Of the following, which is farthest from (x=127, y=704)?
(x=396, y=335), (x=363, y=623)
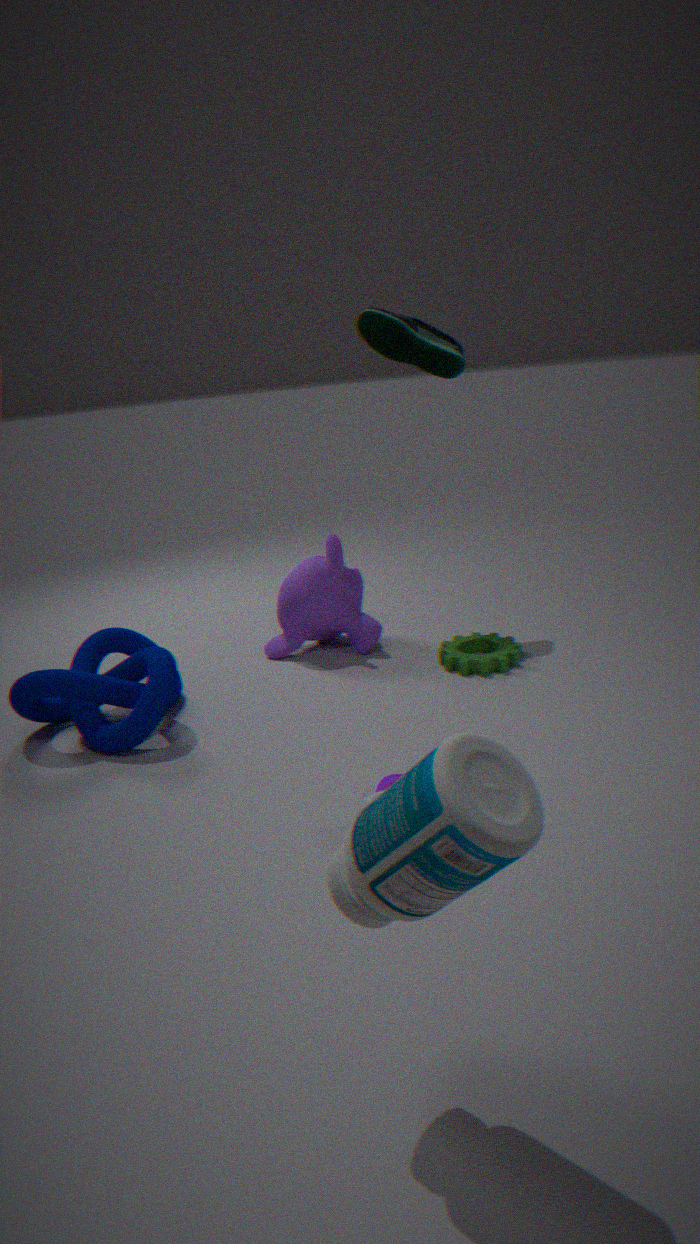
(x=396, y=335)
